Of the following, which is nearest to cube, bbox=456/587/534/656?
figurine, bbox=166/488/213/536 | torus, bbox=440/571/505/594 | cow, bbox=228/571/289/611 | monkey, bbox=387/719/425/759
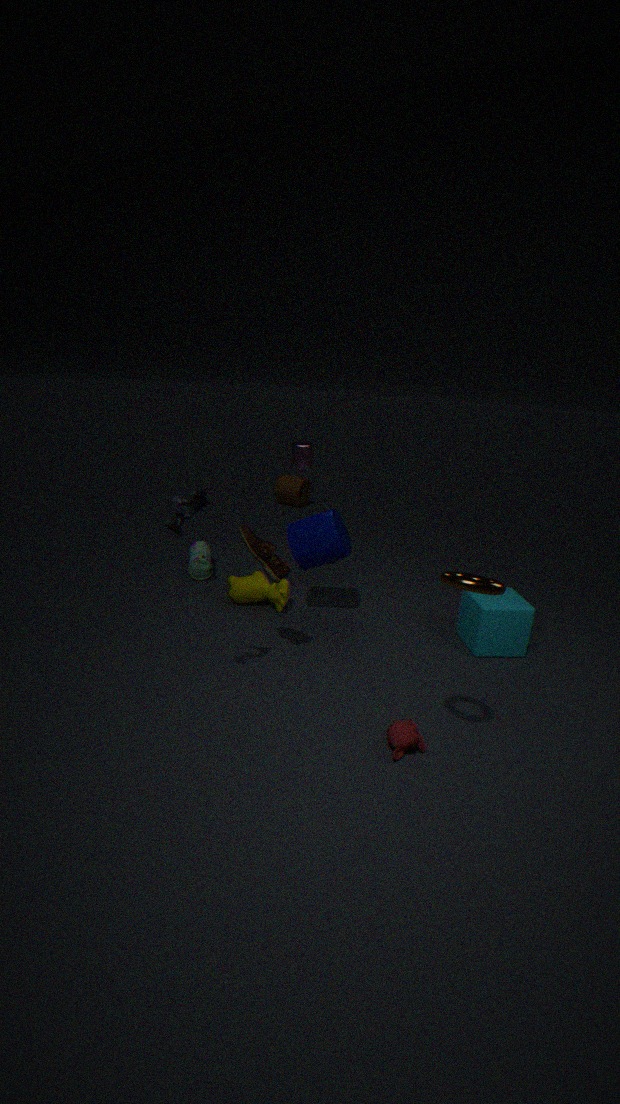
monkey, bbox=387/719/425/759
